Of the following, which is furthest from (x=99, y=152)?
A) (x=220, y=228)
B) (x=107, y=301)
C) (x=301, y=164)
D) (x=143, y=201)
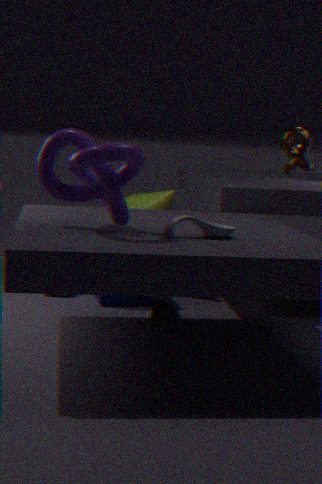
(x=143, y=201)
